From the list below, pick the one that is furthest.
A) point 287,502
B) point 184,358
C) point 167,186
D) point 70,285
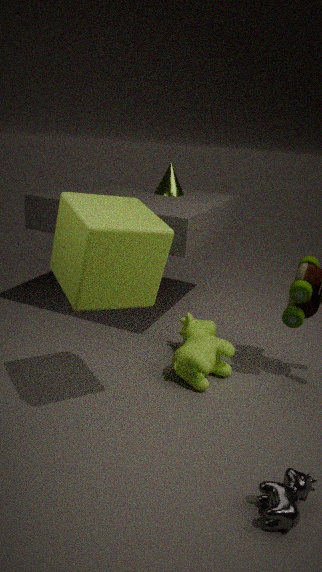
point 167,186
